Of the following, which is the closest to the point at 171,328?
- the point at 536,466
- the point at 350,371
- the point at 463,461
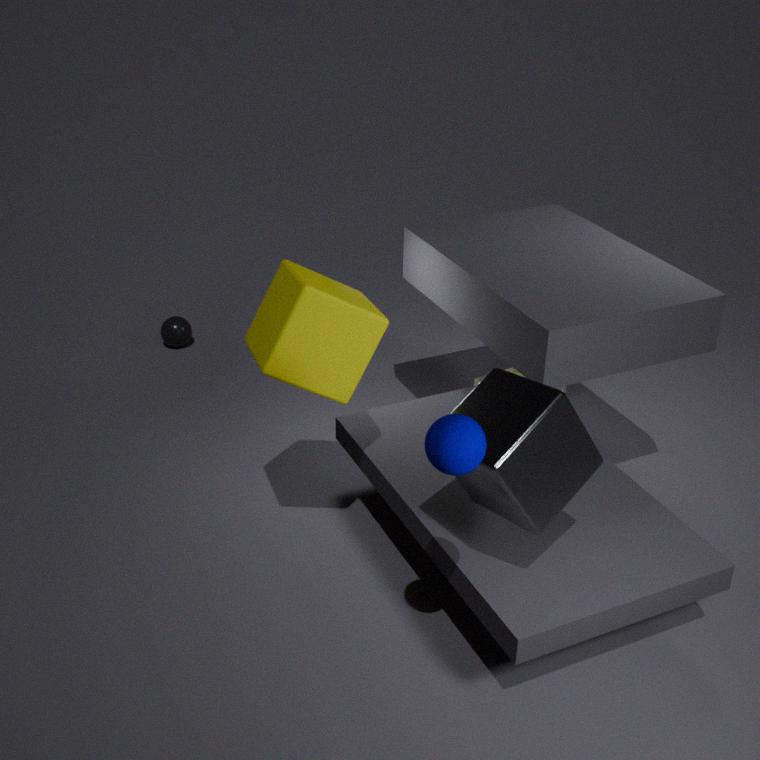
the point at 350,371
